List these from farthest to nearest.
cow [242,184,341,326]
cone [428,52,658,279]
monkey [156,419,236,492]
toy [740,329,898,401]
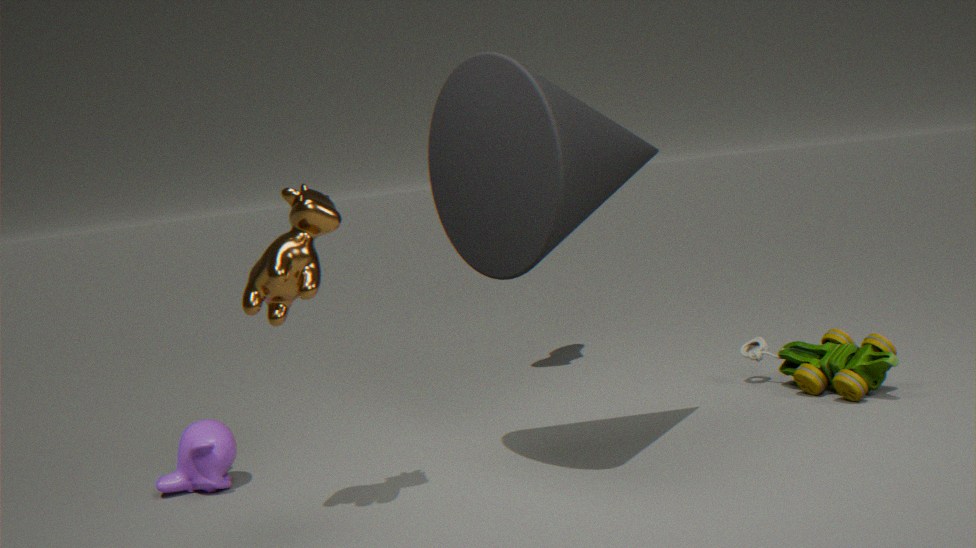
toy [740,329,898,401], monkey [156,419,236,492], cone [428,52,658,279], cow [242,184,341,326]
